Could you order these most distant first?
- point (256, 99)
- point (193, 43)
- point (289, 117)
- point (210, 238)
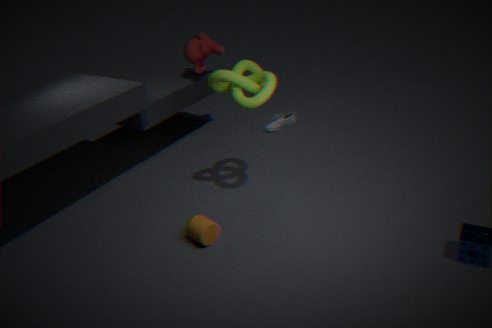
1. point (289, 117)
2. point (193, 43)
3. point (210, 238)
4. point (256, 99)
